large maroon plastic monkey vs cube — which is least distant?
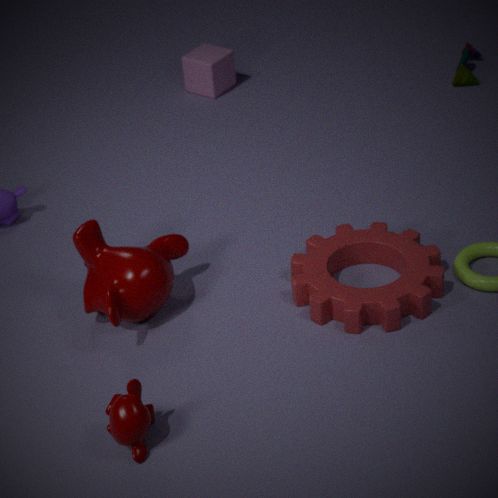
large maroon plastic monkey
